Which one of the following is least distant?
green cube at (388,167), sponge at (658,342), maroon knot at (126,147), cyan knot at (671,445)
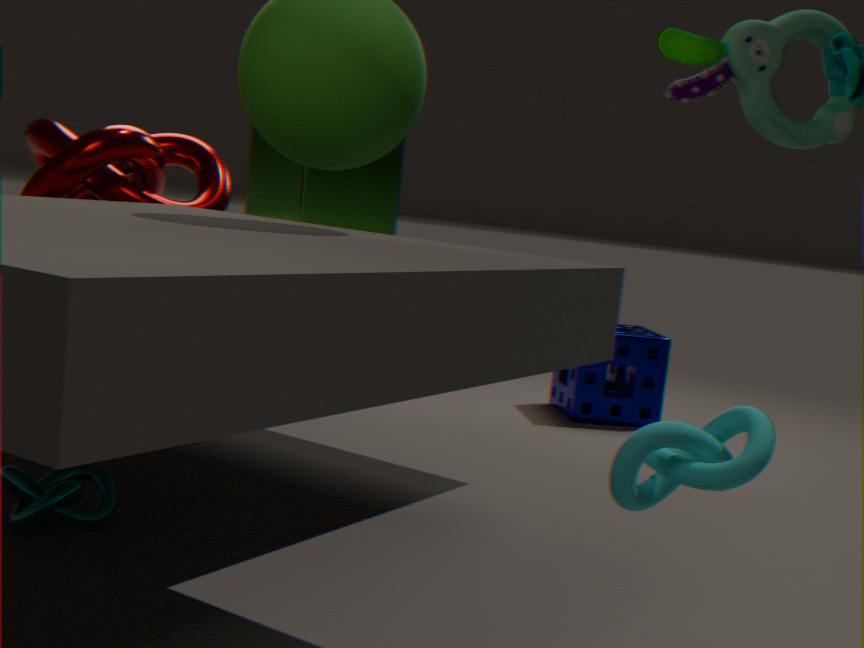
cyan knot at (671,445)
